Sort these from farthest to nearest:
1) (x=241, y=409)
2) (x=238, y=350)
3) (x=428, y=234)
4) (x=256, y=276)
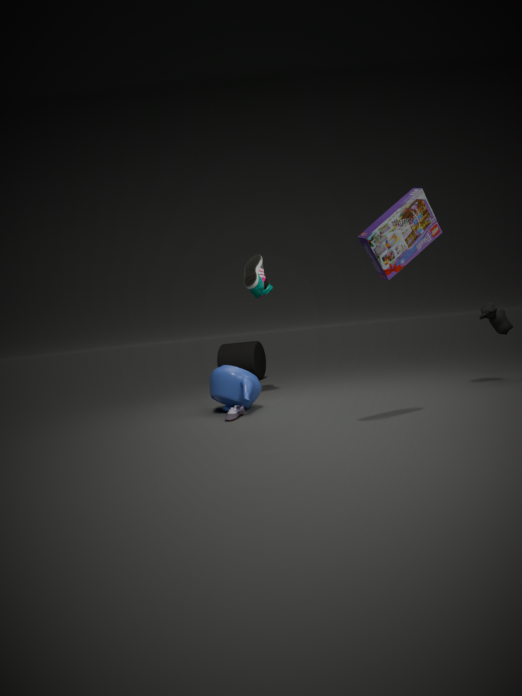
1. 2. (x=238, y=350)
2. 4. (x=256, y=276)
3. 1. (x=241, y=409)
4. 3. (x=428, y=234)
